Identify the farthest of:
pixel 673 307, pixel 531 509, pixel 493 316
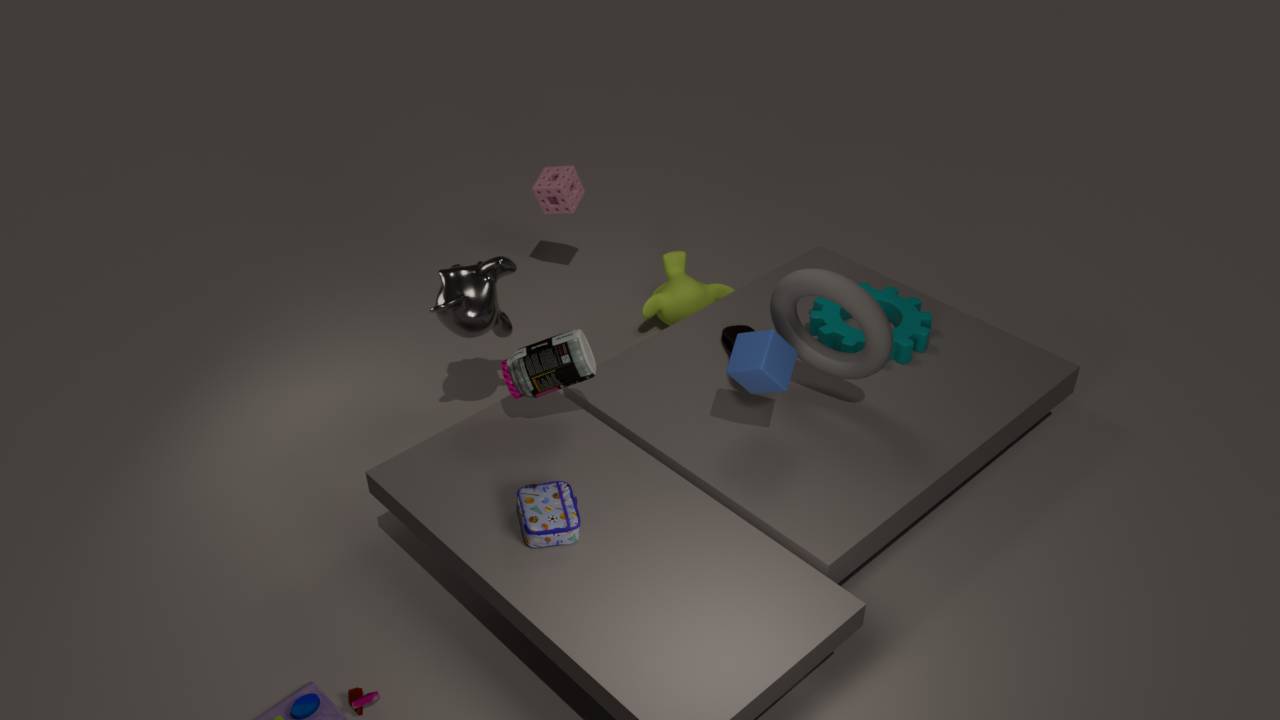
pixel 673 307
